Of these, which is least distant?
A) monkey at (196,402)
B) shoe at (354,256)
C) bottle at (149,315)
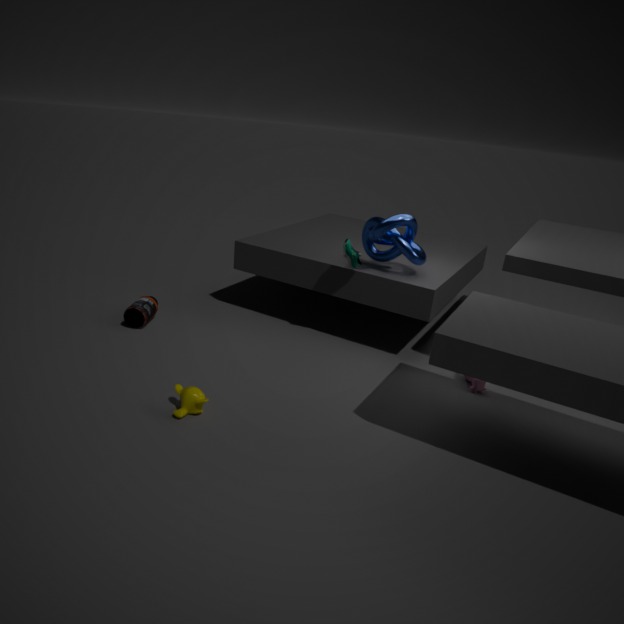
monkey at (196,402)
